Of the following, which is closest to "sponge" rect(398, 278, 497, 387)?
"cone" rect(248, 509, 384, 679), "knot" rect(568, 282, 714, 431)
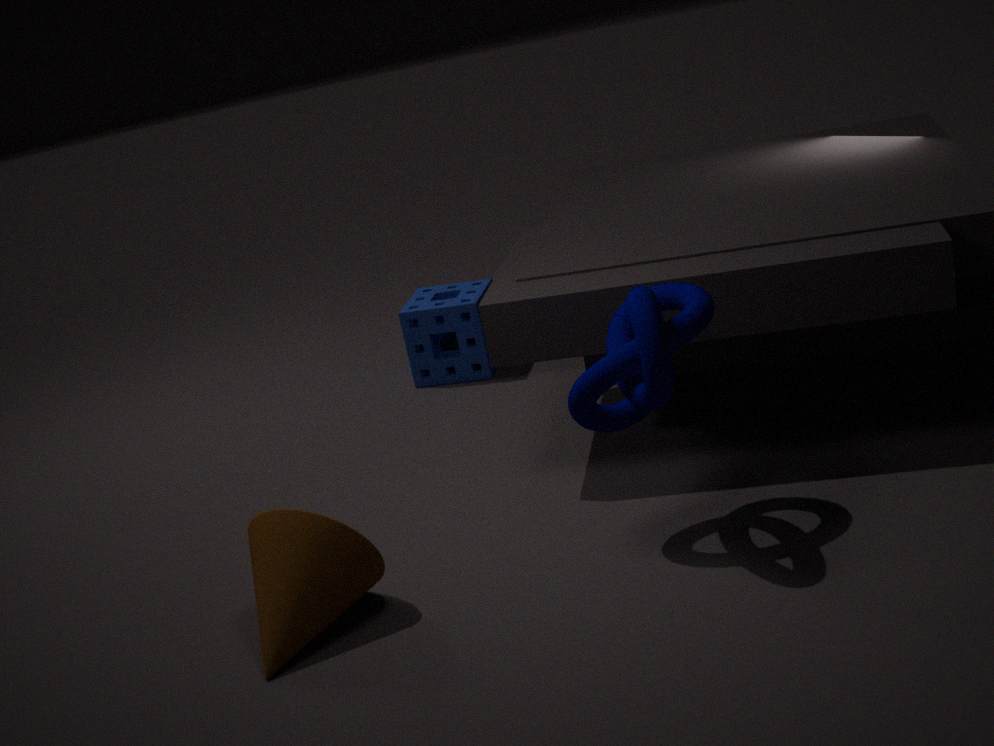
"knot" rect(568, 282, 714, 431)
